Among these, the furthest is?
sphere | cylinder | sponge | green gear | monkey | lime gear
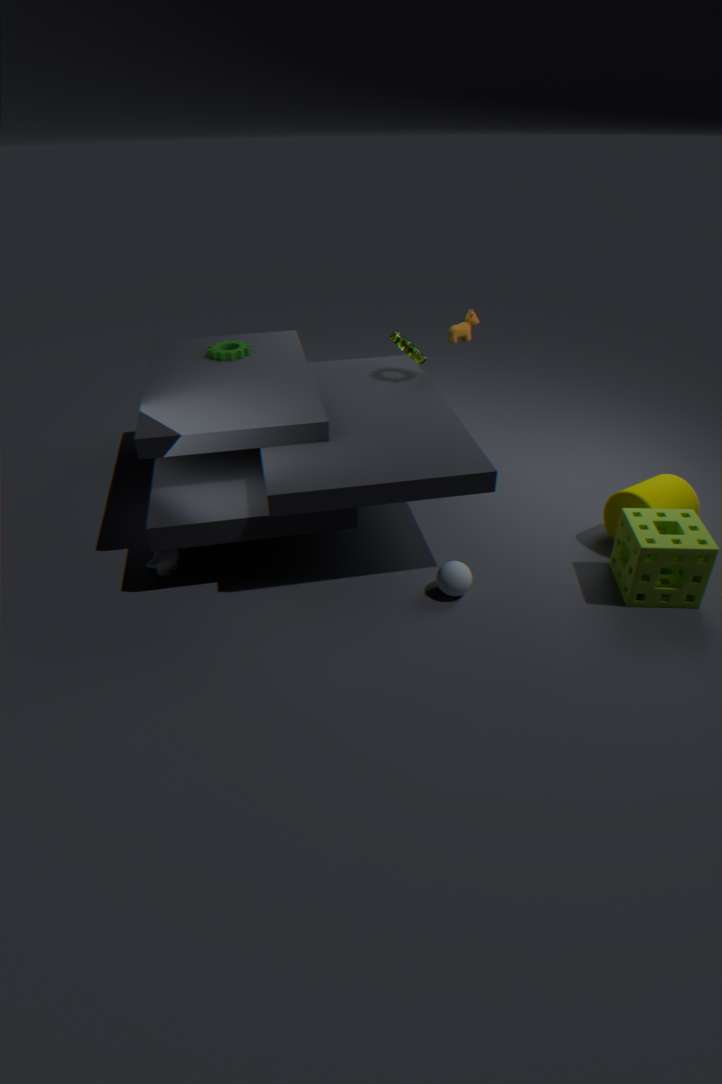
green gear
